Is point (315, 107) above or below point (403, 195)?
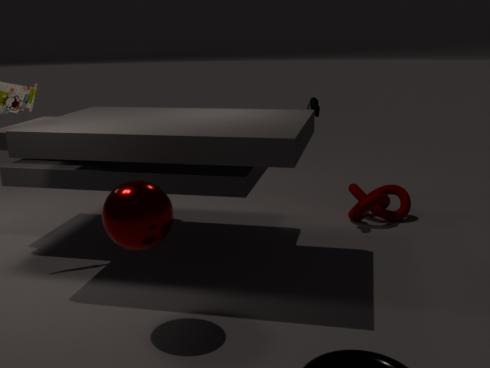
above
